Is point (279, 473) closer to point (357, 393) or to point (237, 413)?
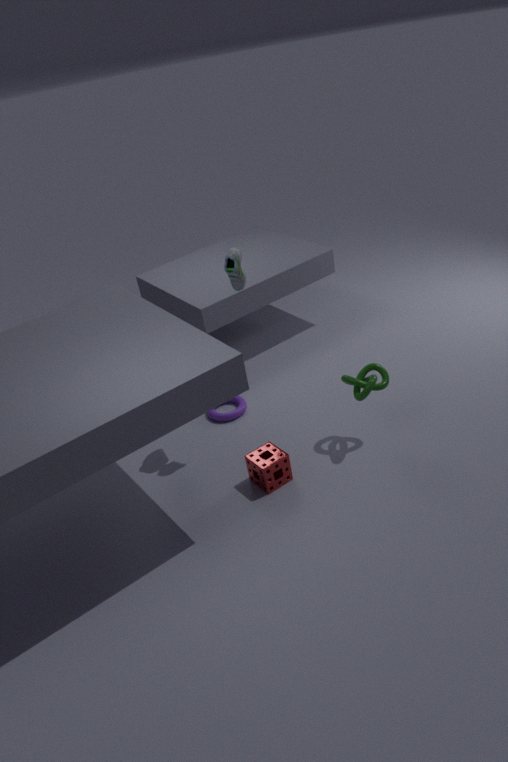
point (357, 393)
